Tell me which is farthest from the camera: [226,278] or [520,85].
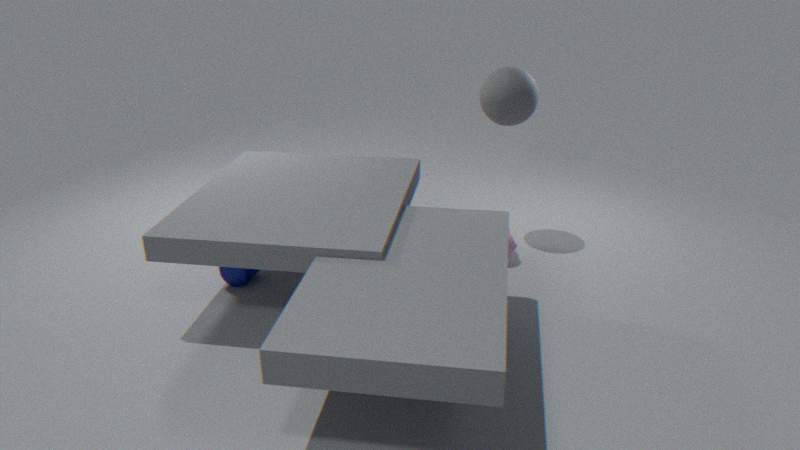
[520,85]
